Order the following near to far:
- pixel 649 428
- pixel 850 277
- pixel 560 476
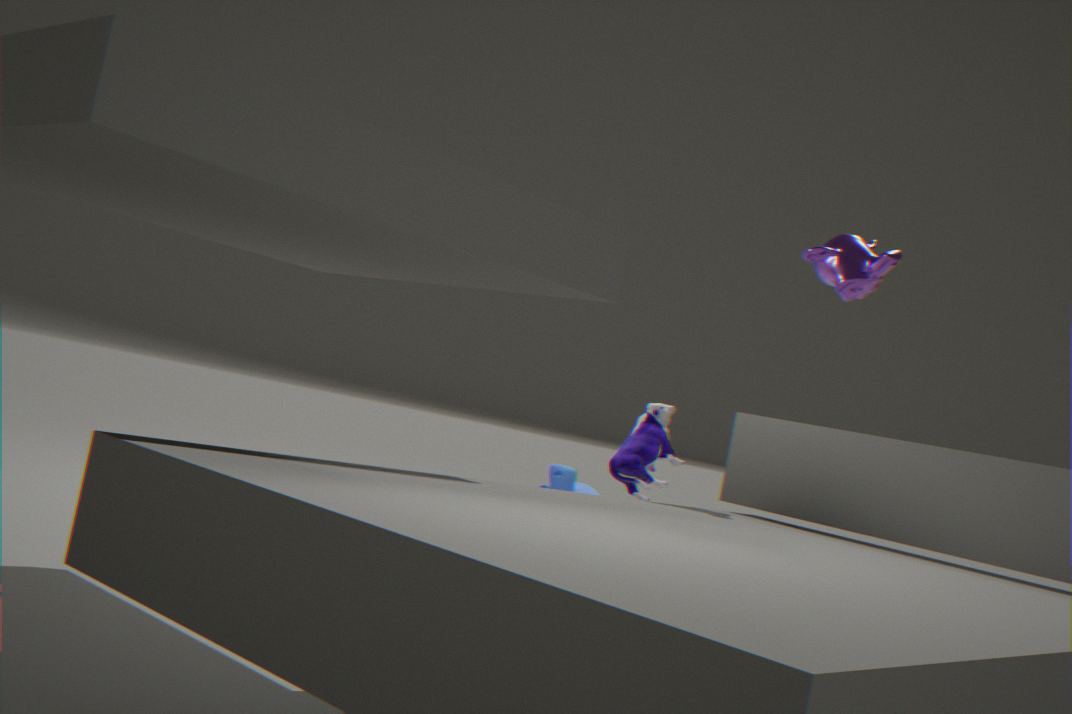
pixel 850 277
pixel 649 428
pixel 560 476
